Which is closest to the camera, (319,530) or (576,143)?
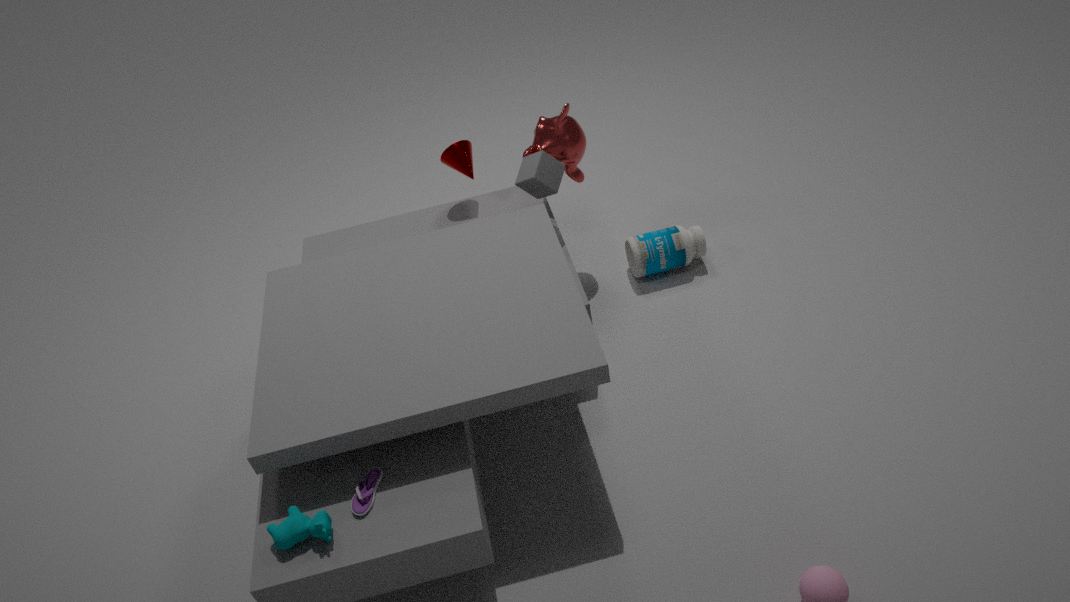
(319,530)
